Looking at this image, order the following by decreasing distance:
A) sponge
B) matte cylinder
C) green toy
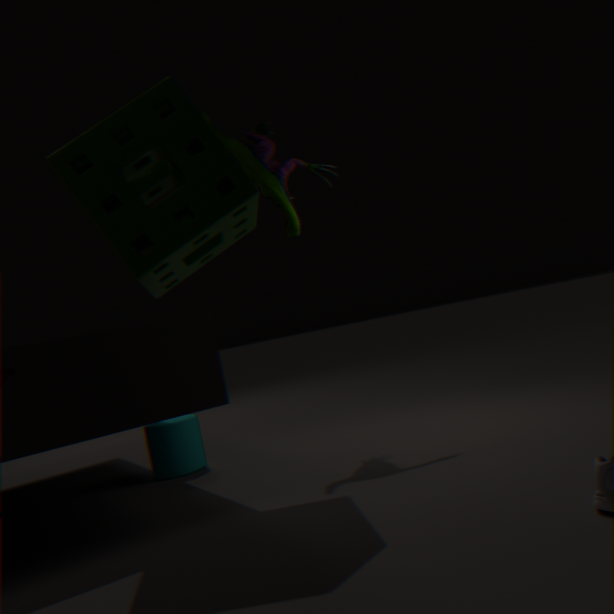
matte cylinder → green toy → sponge
